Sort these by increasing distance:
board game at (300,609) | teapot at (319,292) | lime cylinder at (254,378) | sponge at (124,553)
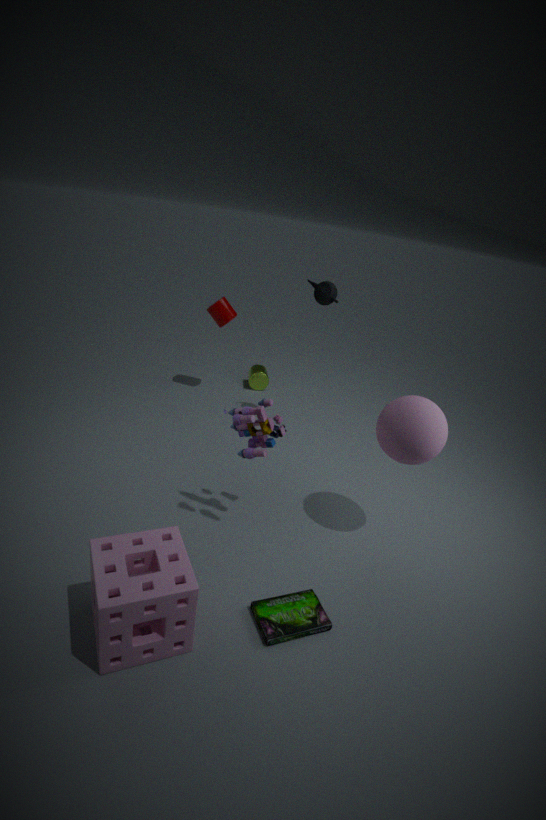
sponge at (124,553) → board game at (300,609) → teapot at (319,292) → lime cylinder at (254,378)
